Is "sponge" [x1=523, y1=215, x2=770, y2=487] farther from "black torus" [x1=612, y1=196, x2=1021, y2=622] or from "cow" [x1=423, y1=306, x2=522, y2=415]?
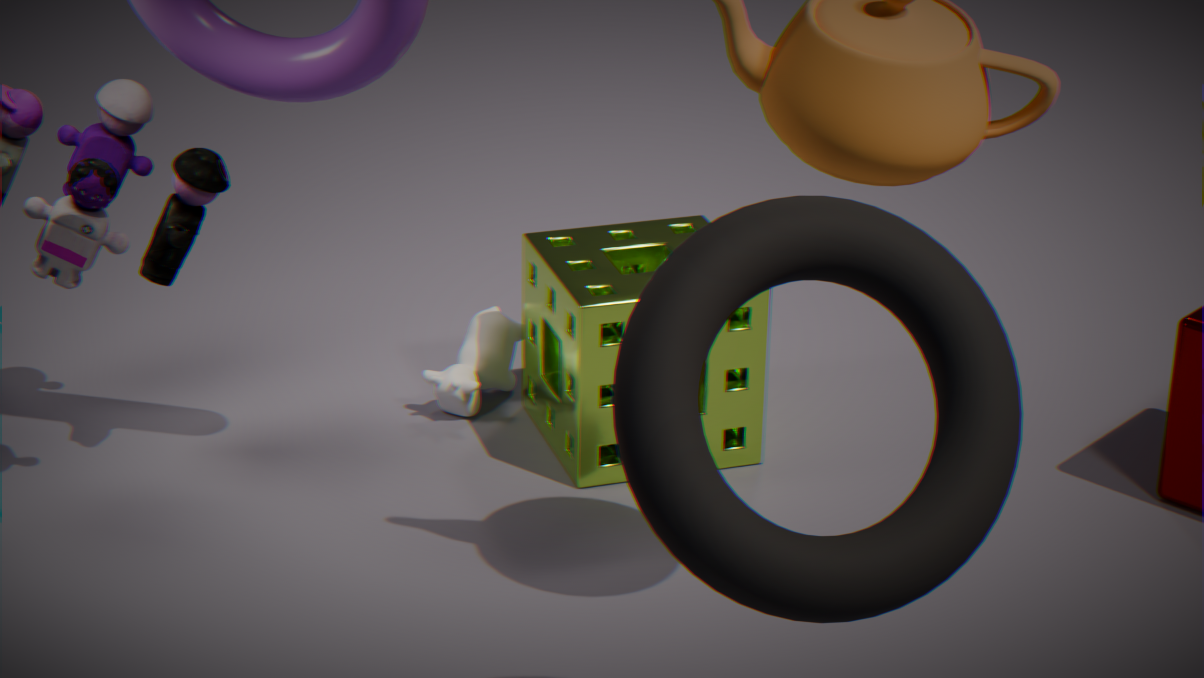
"black torus" [x1=612, y1=196, x2=1021, y2=622]
